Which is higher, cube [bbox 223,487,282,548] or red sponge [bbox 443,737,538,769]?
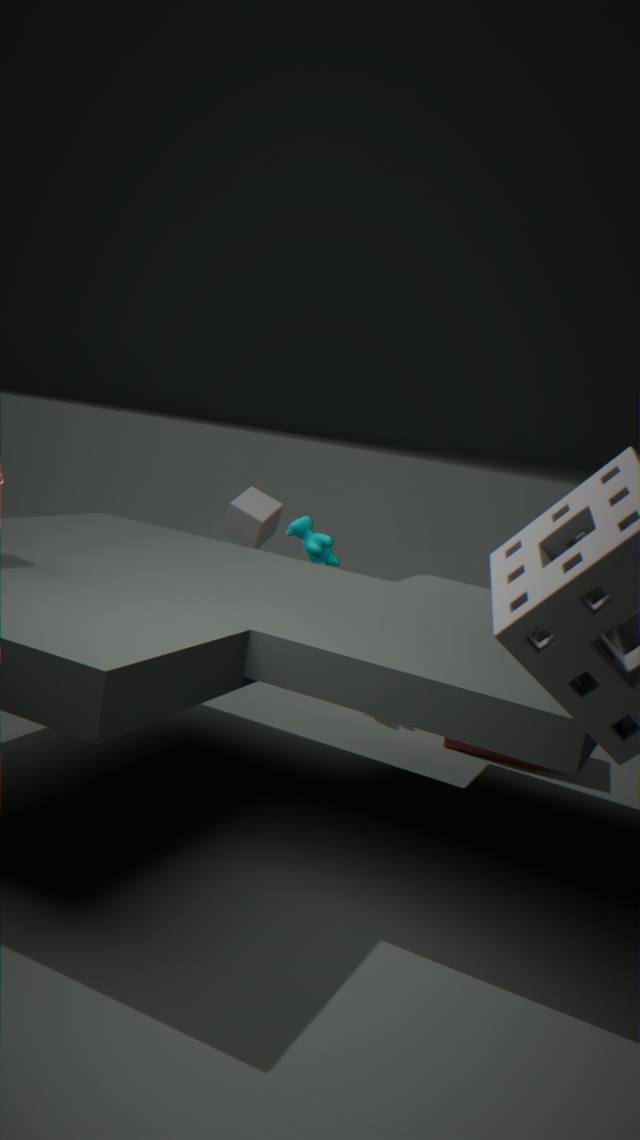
cube [bbox 223,487,282,548]
